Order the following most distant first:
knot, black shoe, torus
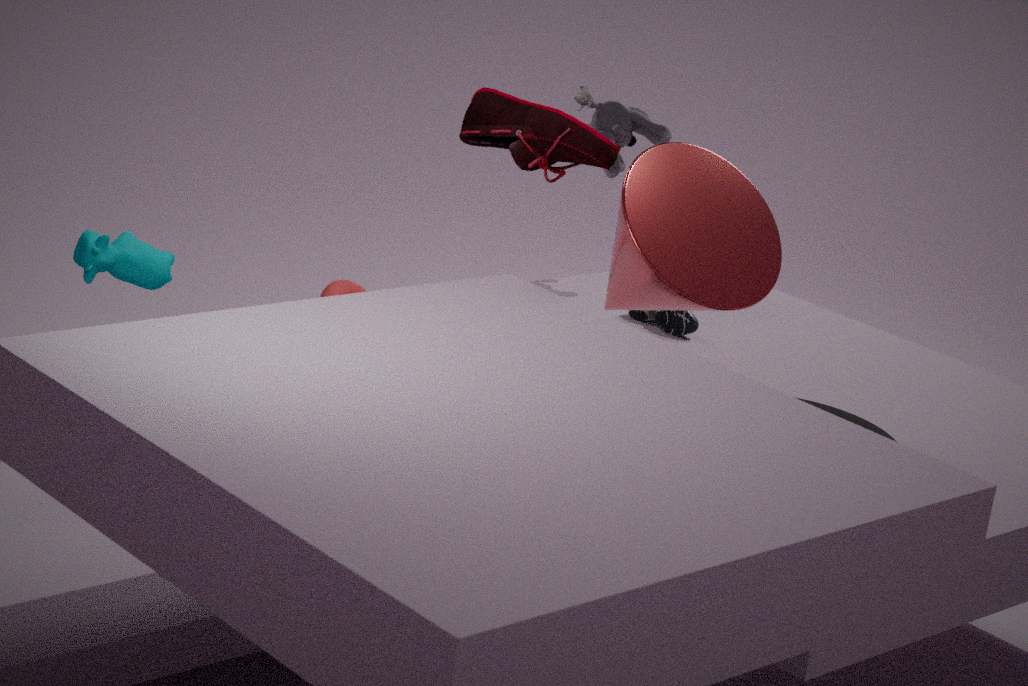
1. knot
2. black shoe
3. torus
